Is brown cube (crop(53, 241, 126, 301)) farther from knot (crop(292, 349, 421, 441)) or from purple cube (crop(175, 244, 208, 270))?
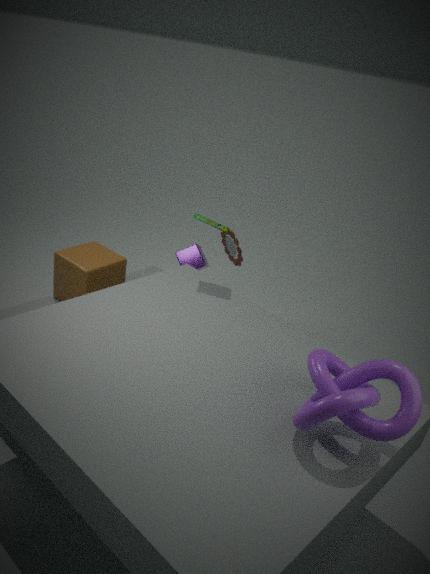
knot (crop(292, 349, 421, 441))
